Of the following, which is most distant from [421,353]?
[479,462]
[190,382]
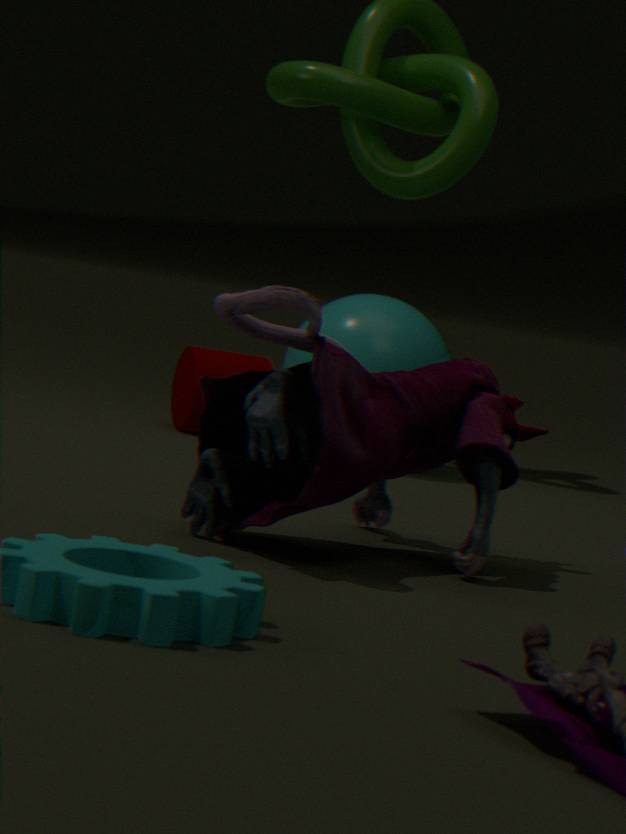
[479,462]
